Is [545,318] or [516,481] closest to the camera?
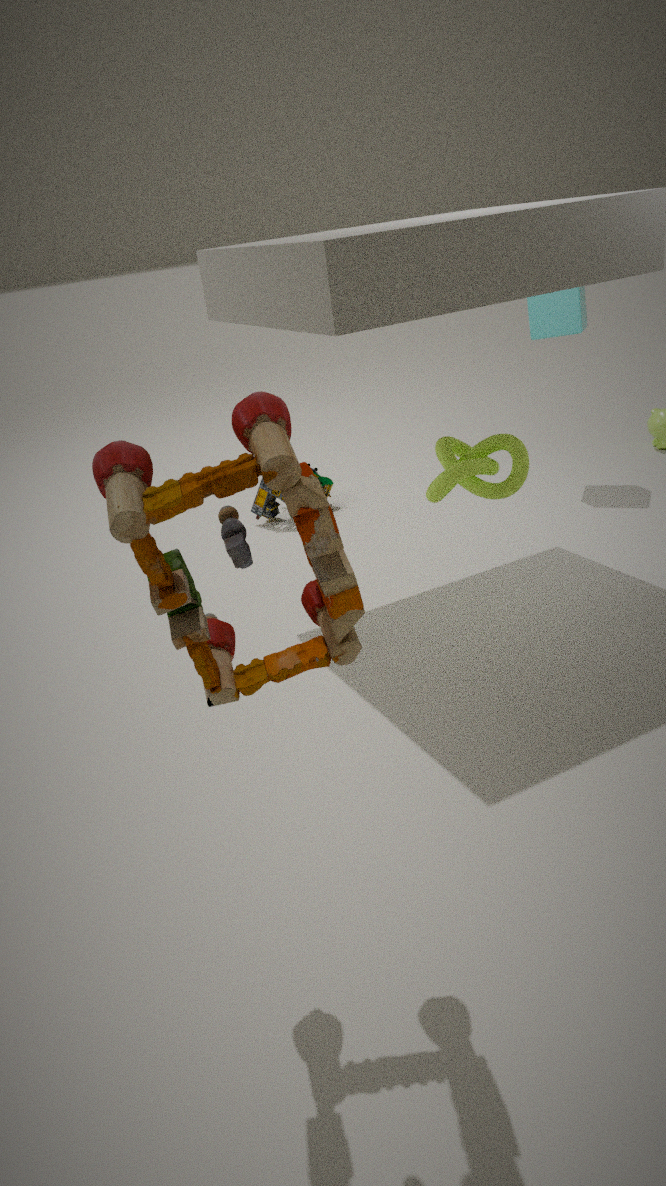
[516,481]
